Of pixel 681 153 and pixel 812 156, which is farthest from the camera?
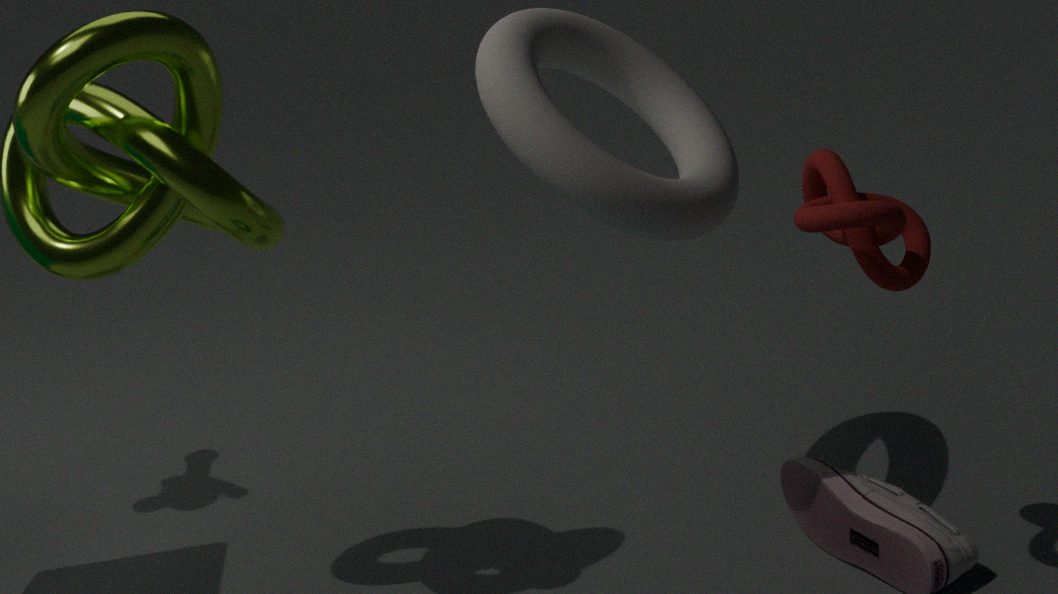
pixel 681 153
